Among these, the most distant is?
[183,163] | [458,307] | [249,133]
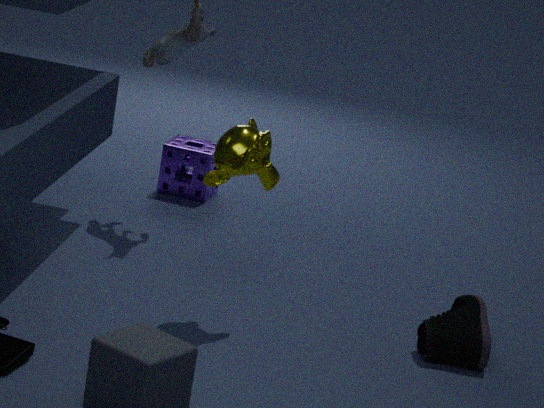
[183,163]
